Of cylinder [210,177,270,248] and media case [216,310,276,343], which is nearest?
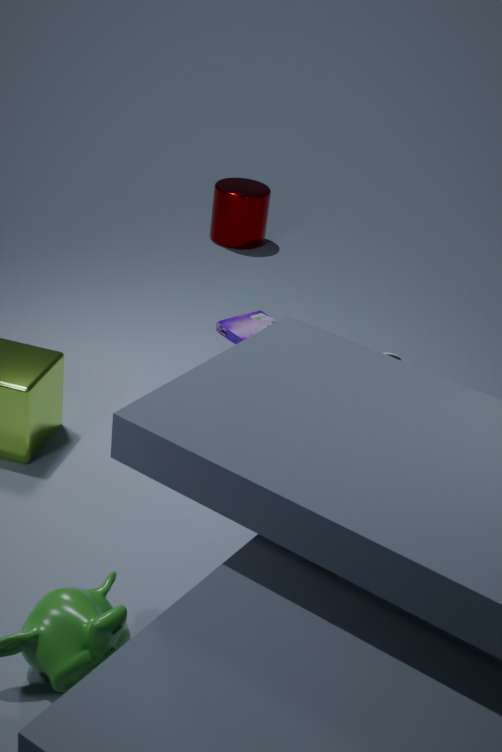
media case [216,310,276,343]
